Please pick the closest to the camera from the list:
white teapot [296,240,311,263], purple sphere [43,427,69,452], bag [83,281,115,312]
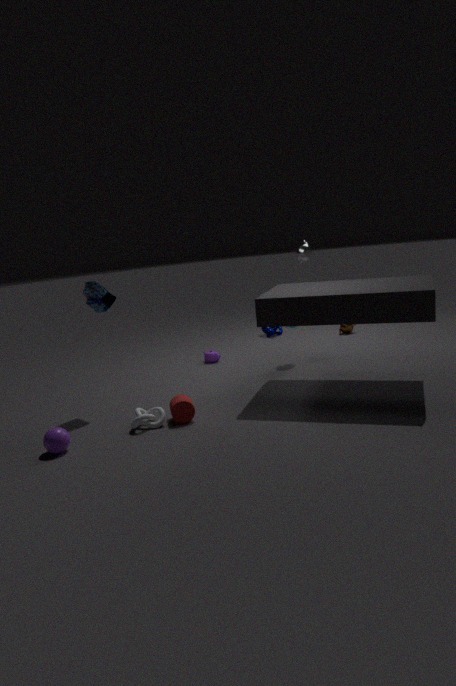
purple sphere [43,427,69,452]
